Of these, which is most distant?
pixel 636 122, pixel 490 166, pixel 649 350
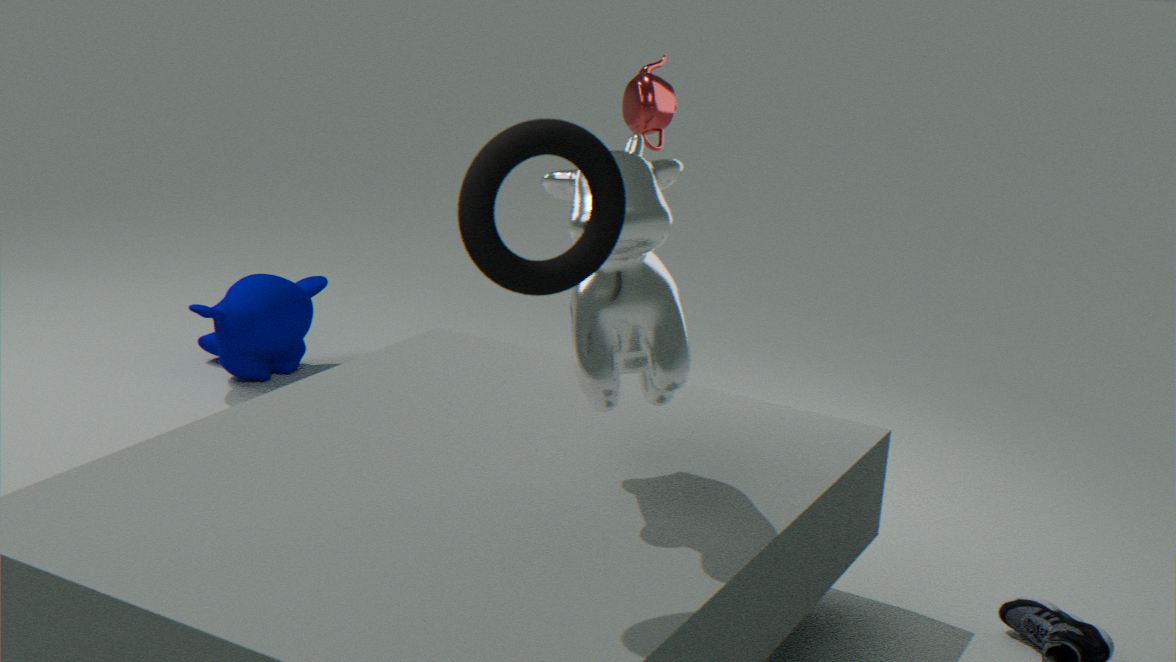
pixel 636 122
